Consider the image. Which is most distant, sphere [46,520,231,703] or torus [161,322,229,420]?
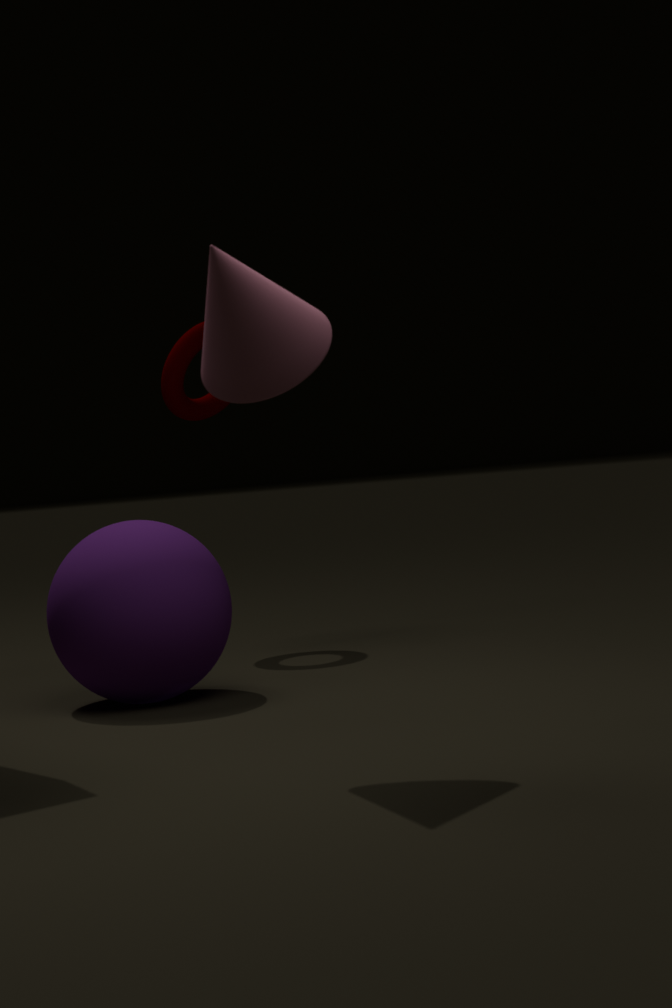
torus [161,322,229,420]
